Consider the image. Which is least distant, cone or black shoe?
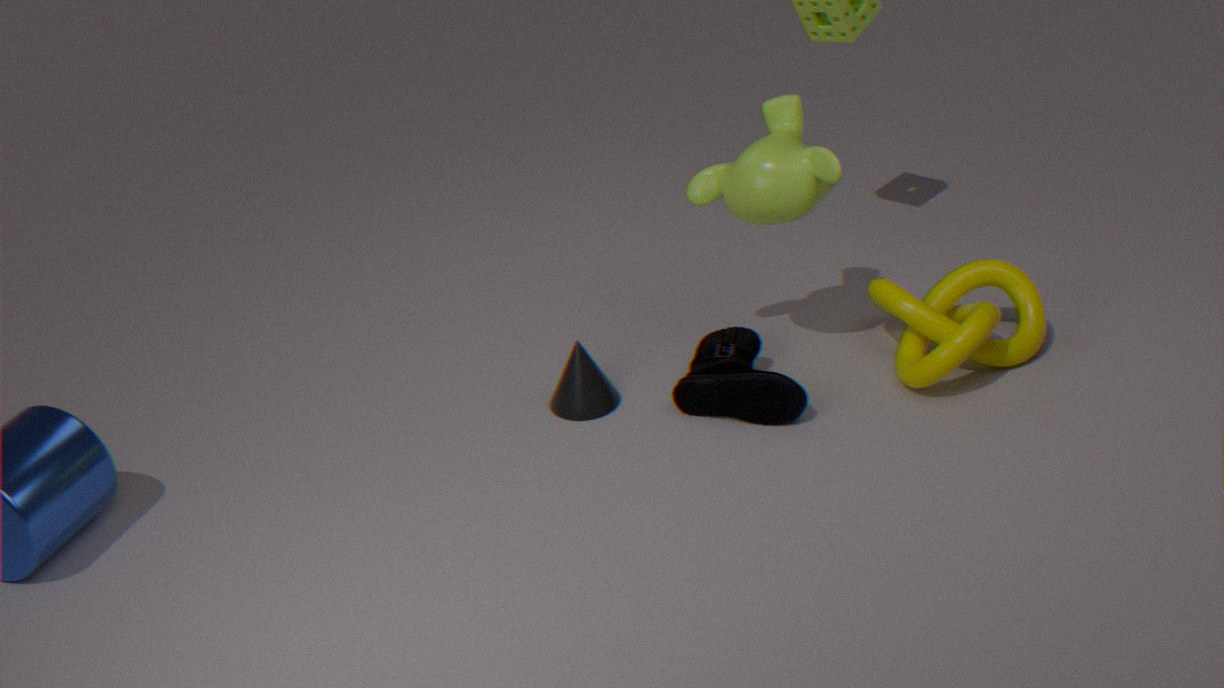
black shoe
